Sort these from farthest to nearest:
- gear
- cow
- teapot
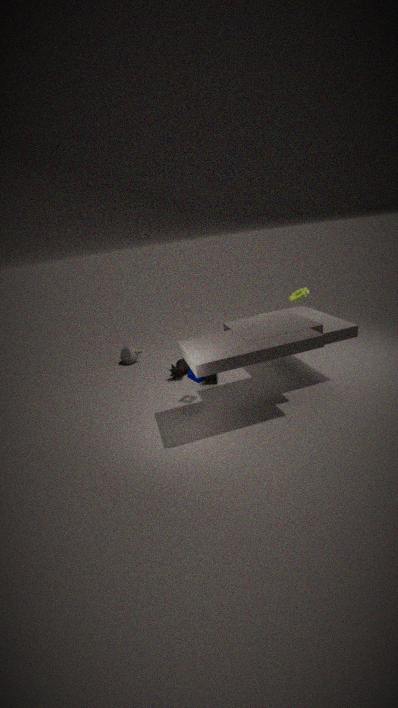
teapot
cow
gear
